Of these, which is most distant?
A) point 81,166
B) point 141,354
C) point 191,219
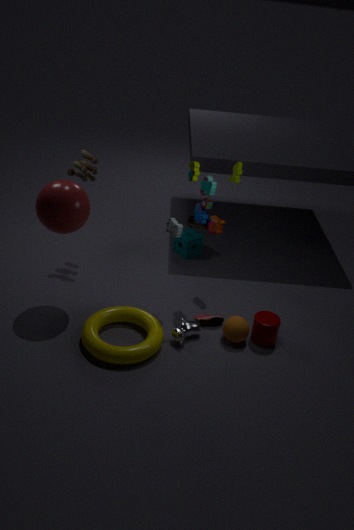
point 191,219
